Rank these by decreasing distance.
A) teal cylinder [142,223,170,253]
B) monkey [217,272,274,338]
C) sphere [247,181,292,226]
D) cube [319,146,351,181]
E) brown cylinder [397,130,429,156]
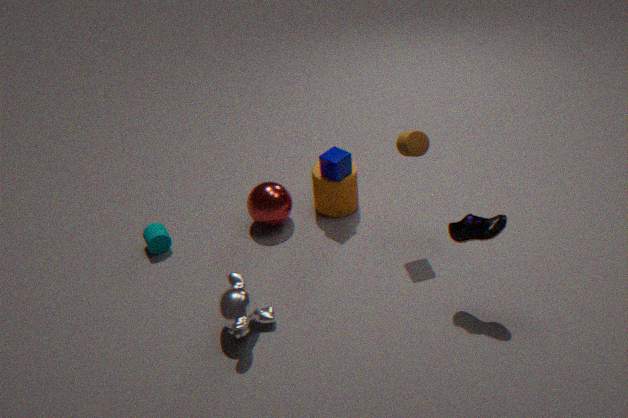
1. sphere [247,181,292,226]
2. teal cylinder [142,223,170,253]
3. cube [319,146,351,181]
4. brown cylinder [397,130,429,156]
5. monkey [217,272,274,338]
